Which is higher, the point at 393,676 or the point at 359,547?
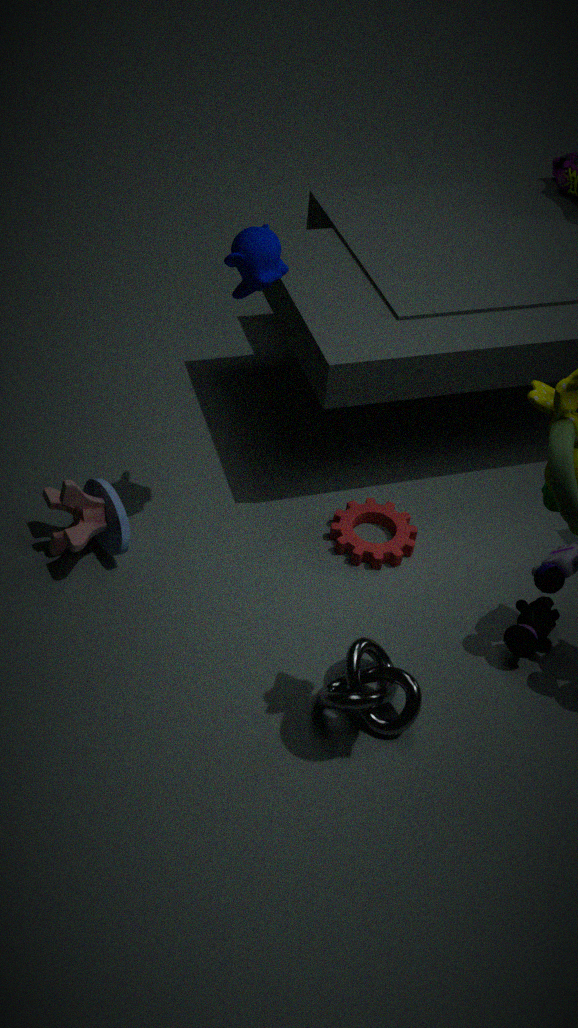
the point at 393,676
